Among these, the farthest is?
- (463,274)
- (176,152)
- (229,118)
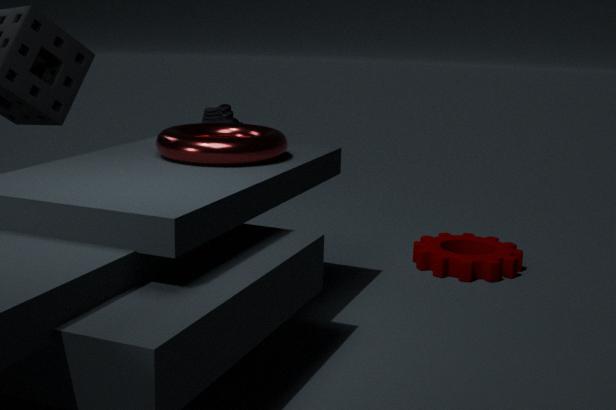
(463,274)
